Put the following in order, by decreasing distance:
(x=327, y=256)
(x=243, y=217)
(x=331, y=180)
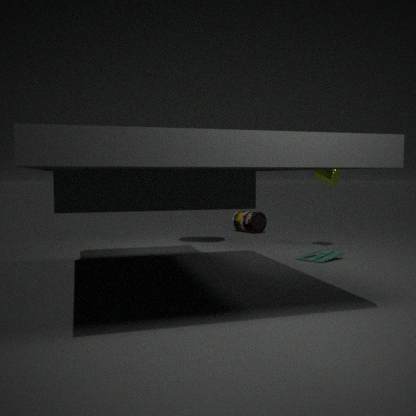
(x=243, y=217) → (x=331, y=180) → (x=327, y=256)
